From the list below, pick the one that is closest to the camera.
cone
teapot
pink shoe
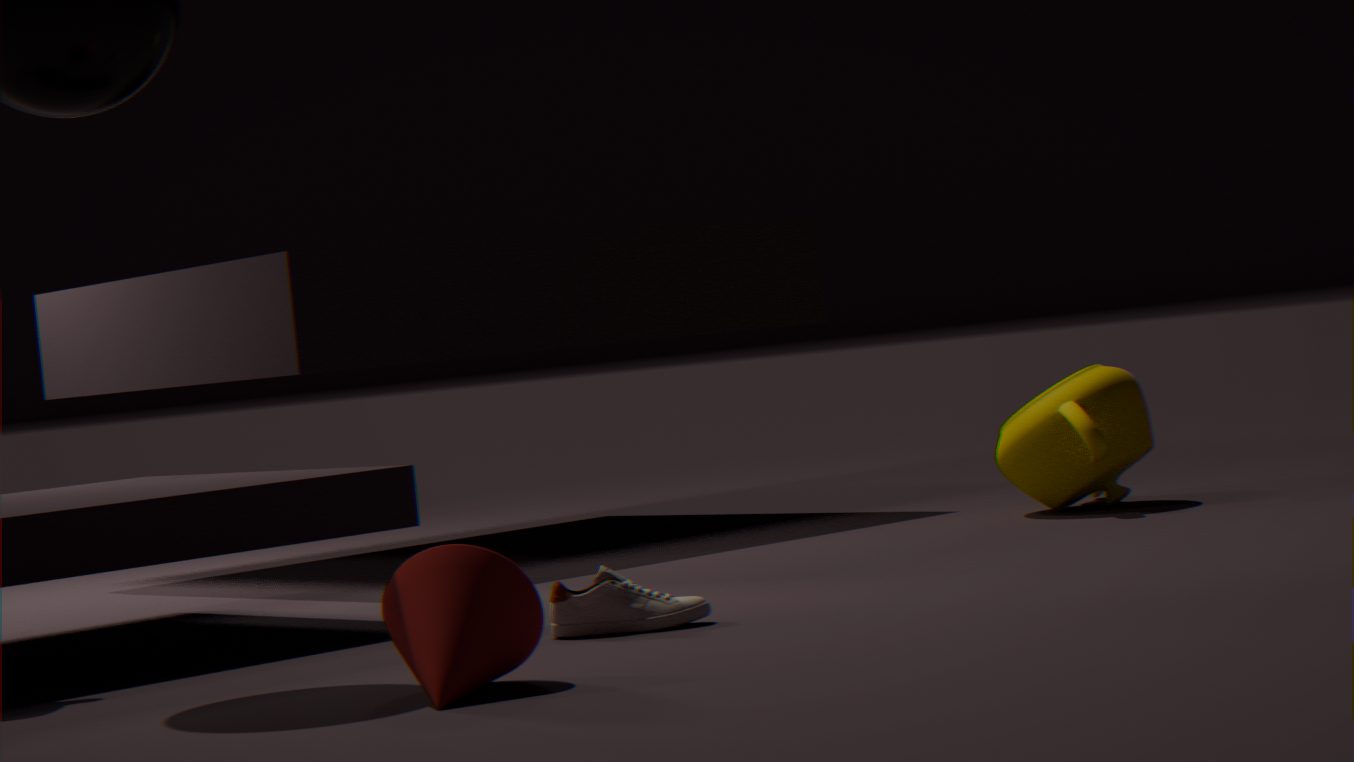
cone
